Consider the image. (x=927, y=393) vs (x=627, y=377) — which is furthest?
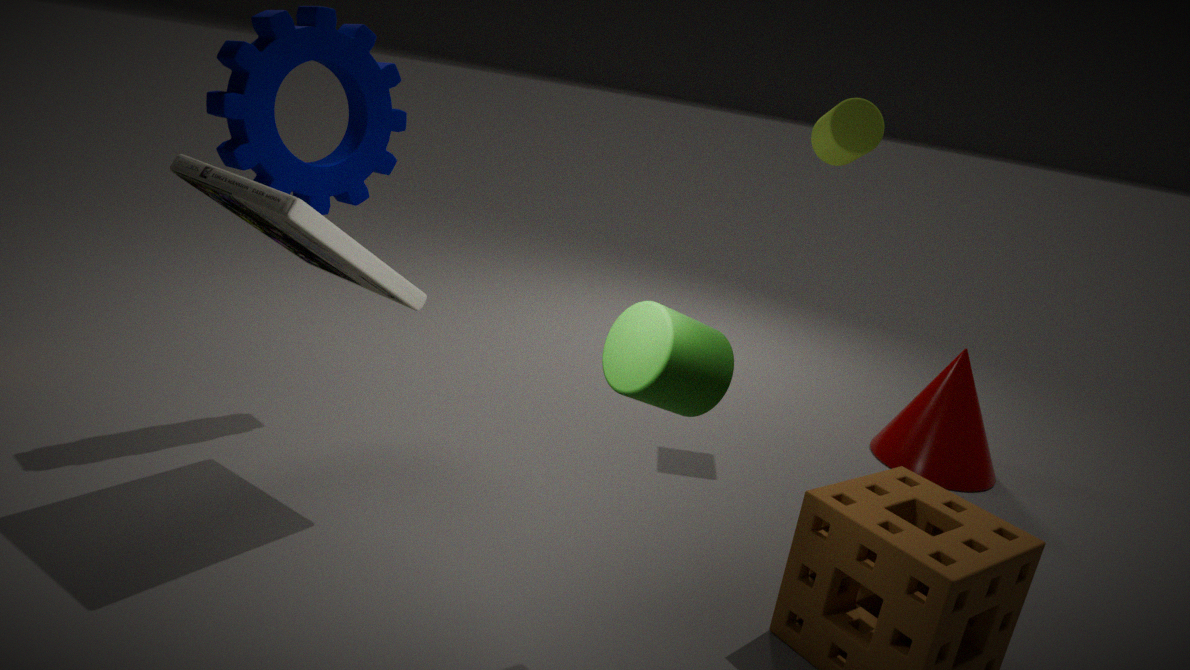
(x=927, y=393)
